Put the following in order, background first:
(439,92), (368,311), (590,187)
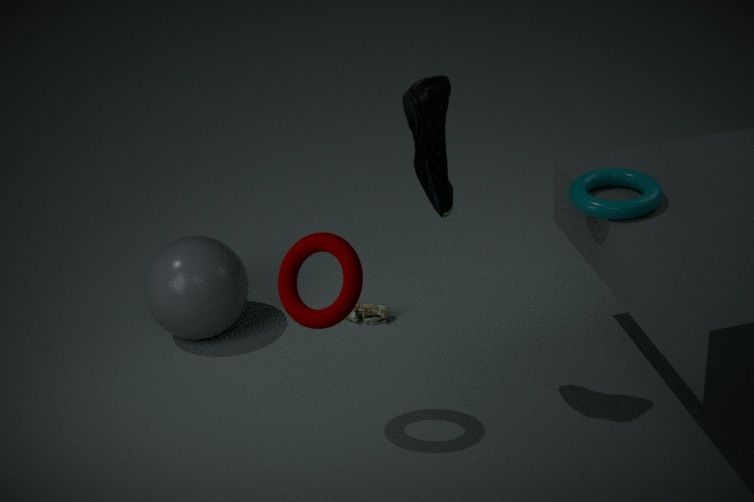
(368,311)
(590,187)
(439,92)
